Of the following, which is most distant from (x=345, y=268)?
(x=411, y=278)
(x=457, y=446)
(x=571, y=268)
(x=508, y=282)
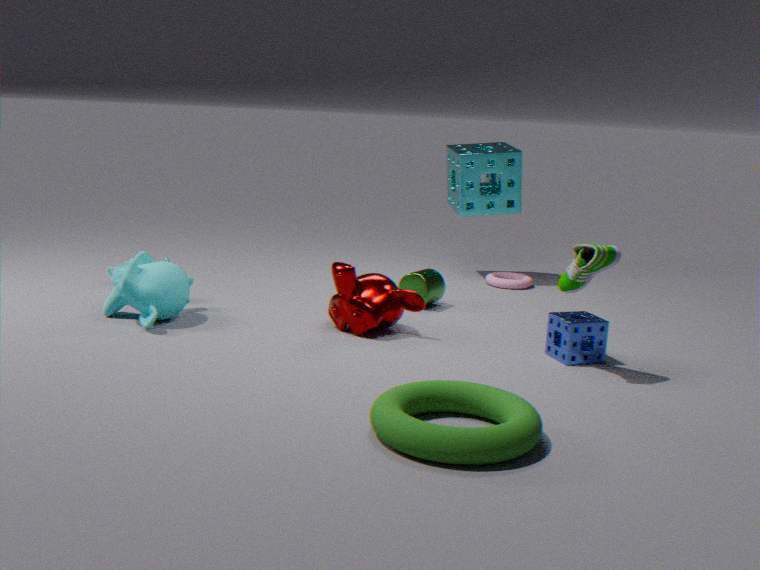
(x=508, y=282)
